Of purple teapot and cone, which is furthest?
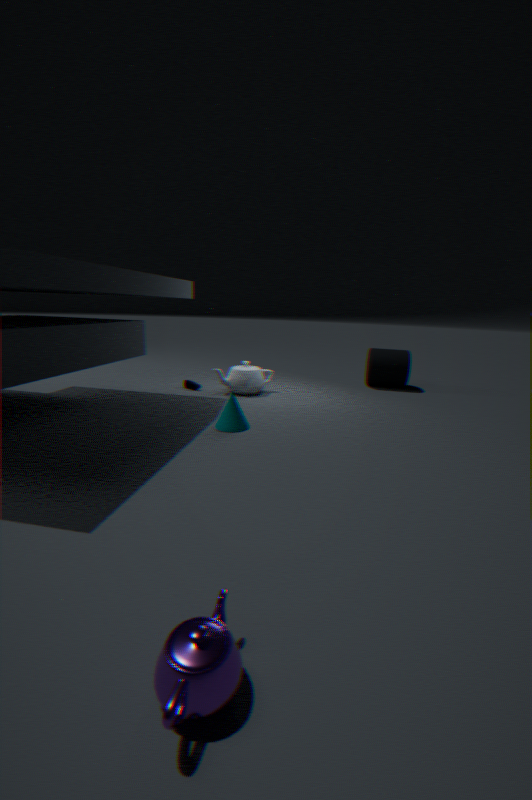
cone
